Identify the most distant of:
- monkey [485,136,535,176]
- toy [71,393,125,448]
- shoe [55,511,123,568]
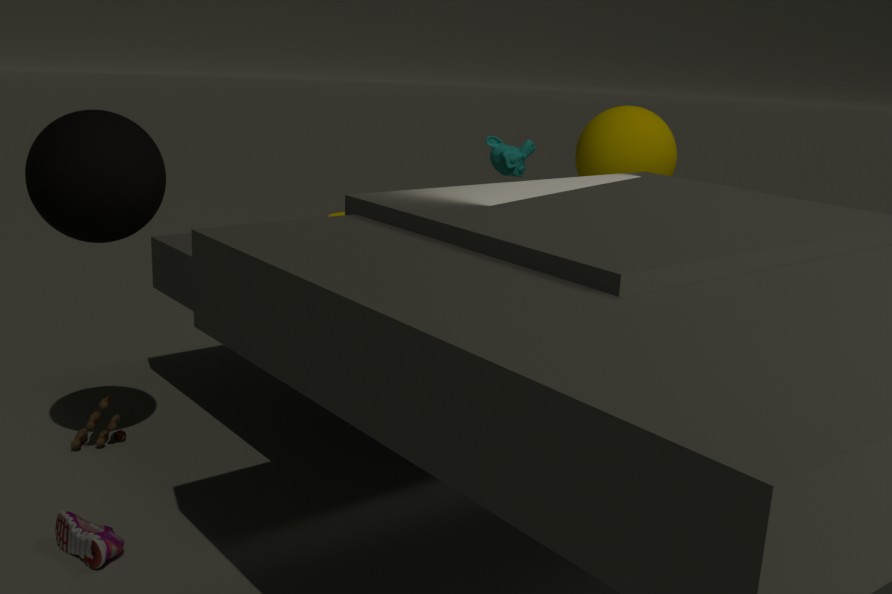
monkey [485,136,535,176]
